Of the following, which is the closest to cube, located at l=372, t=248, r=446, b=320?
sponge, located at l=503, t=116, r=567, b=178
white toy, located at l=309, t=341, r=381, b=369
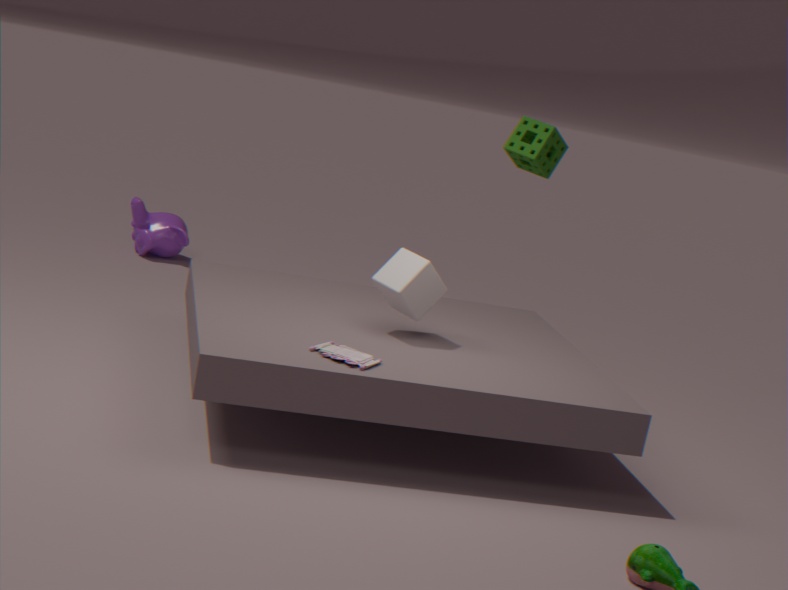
white toy, located at l=309, t=341, r=381, b=369
